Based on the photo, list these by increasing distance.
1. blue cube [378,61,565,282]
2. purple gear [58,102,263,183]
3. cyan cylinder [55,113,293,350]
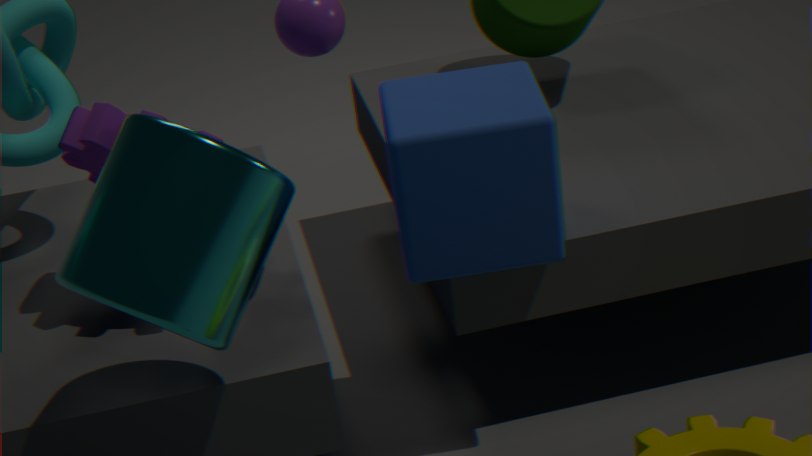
1. cyan cylinder [55,113,293,350]
2. blue cube [378,61,565,282]
3. purple gear [58,102,263,183]
